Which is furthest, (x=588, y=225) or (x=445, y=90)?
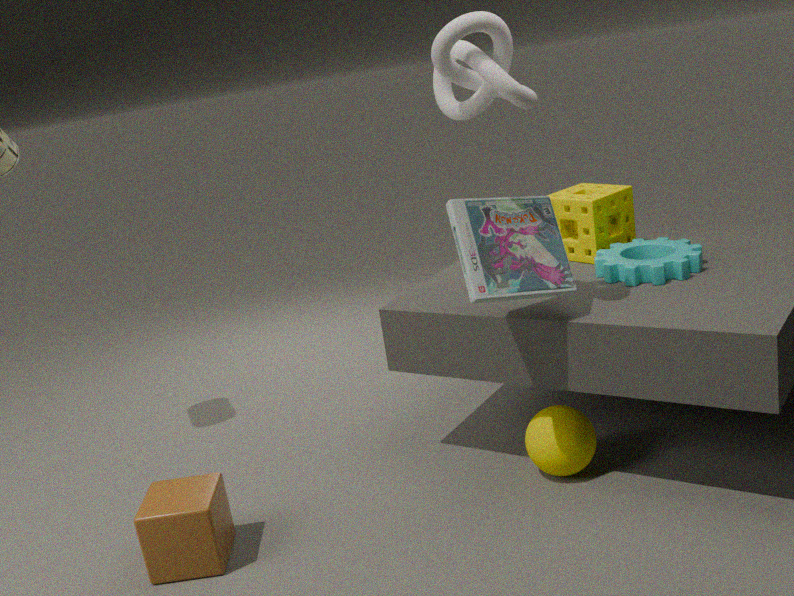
(x=588, y=225)
